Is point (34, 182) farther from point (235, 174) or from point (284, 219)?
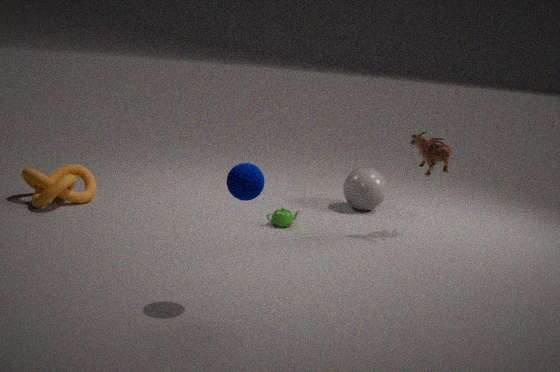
point (235, 174)
